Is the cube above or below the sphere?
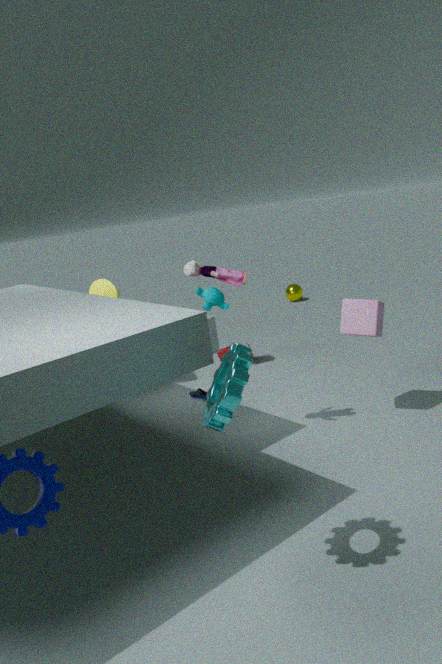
above
